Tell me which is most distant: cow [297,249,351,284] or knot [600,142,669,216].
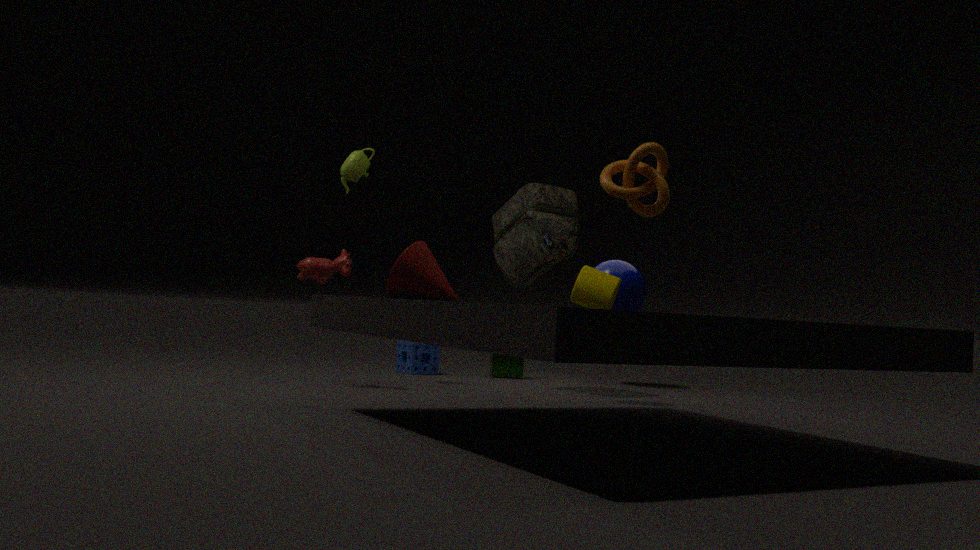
cow [297,249,351,284]
